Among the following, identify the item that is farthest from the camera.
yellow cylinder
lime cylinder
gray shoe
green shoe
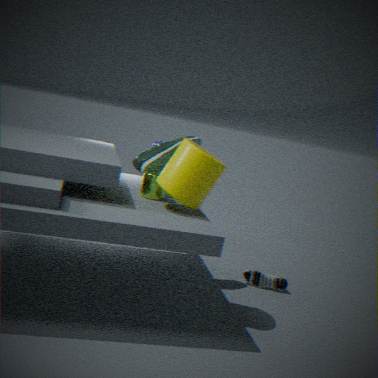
gray shoe
